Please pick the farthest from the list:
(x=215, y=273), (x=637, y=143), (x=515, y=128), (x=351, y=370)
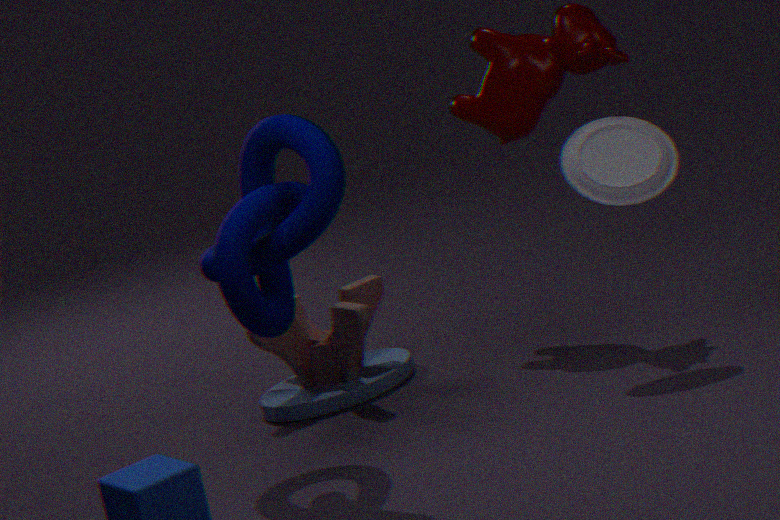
(x=515, y=128)
